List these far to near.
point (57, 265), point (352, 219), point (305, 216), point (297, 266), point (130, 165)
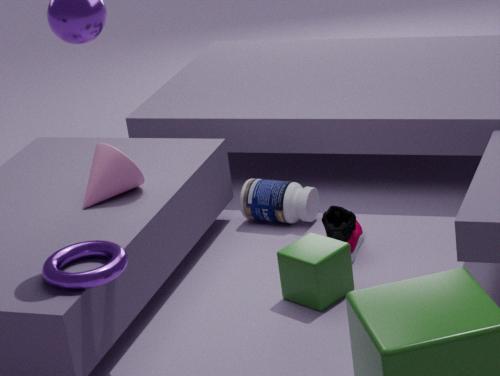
point (305, 216), point (352, 219), point (130, 165), point (297, 266), point (57, 265)
